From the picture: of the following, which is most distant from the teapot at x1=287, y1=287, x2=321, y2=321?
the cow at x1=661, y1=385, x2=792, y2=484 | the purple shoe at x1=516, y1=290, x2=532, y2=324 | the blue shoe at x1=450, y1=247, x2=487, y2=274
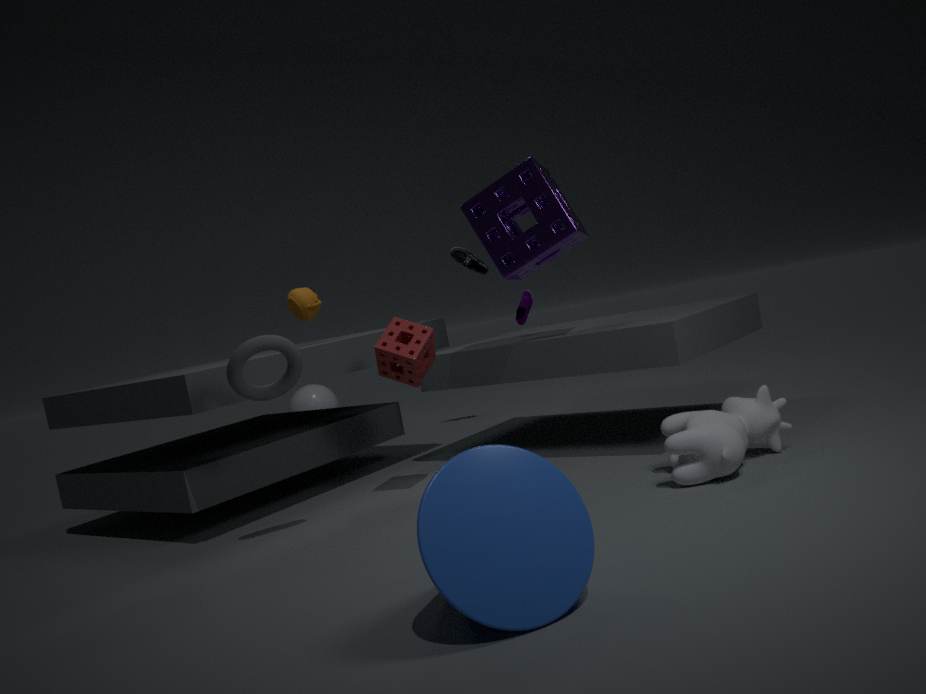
the cow at x1=661, y1=385, x2=792, y2=484
